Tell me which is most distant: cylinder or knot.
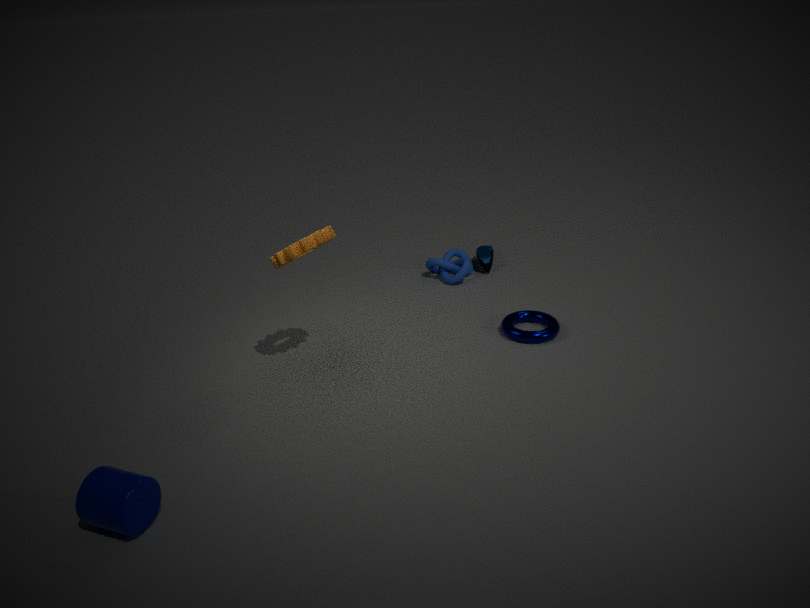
knot
